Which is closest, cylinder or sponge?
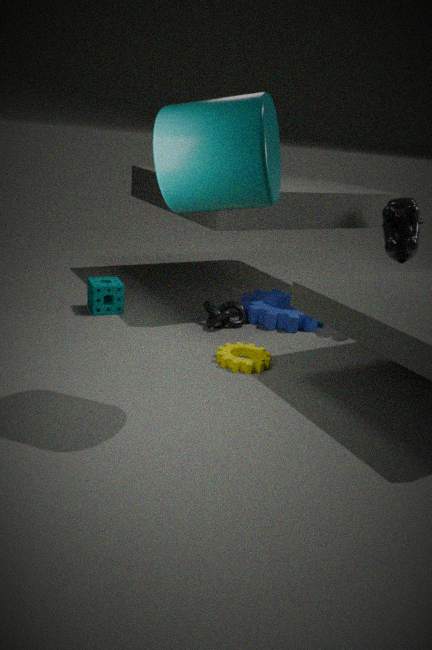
cylinder
